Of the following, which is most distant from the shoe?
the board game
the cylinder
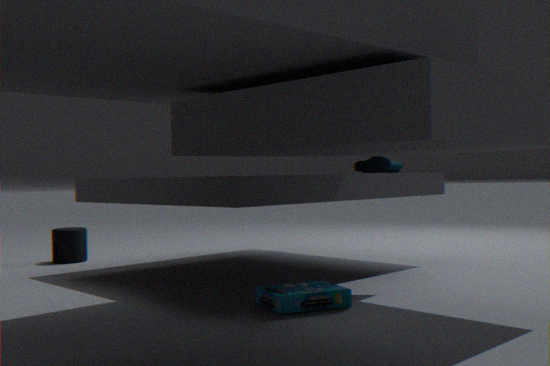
the cylinder
